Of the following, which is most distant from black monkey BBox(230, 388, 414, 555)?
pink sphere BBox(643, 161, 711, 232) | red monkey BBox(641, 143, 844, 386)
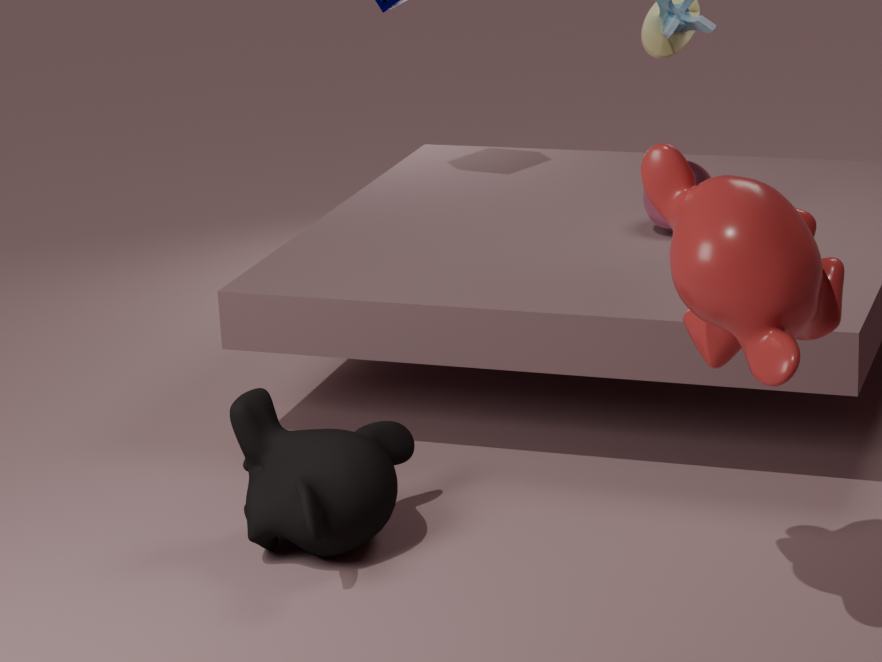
pink sphere BBox(643, 161, 711, 232)
